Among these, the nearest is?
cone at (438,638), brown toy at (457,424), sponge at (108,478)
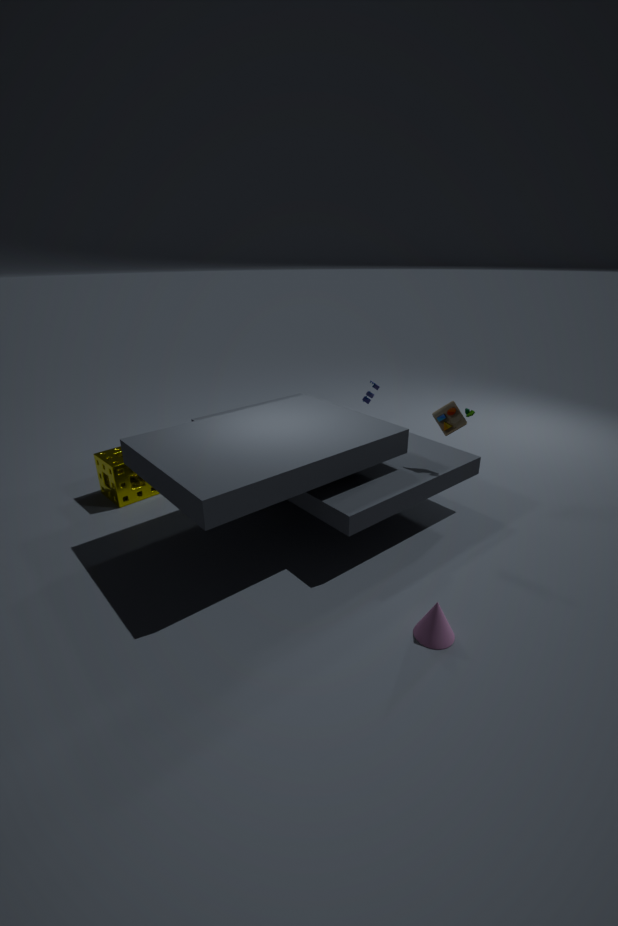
cone at (438,638)
